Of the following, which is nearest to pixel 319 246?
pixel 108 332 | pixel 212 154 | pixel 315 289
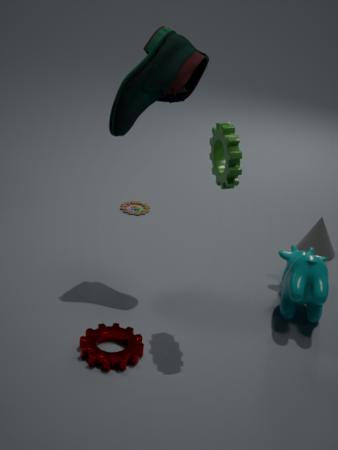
pixel 315 289
